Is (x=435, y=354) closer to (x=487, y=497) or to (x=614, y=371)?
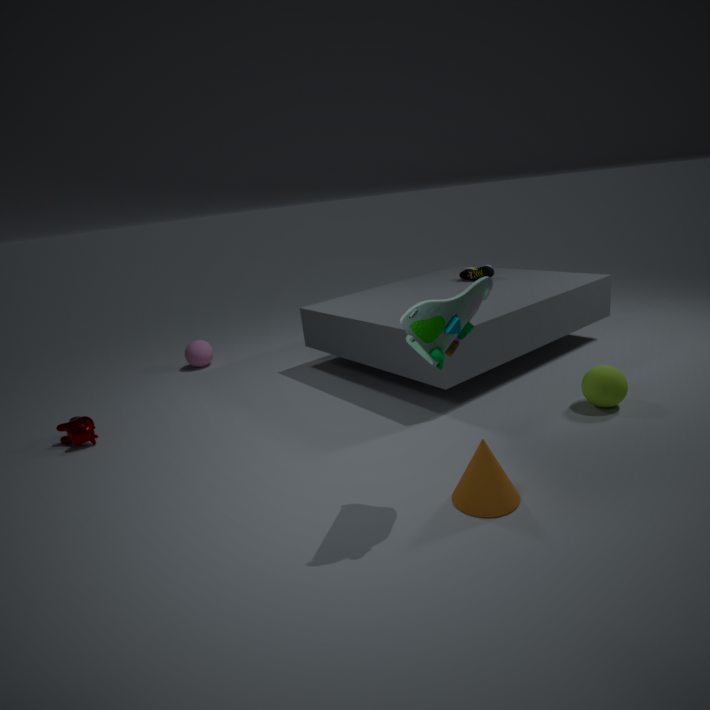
(x=487, y=497)
